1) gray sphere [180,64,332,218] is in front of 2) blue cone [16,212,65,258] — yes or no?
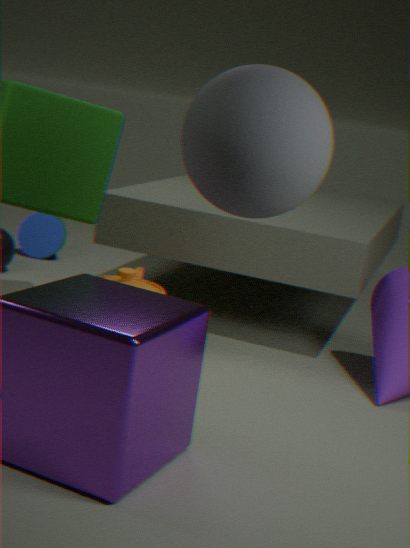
Yes
